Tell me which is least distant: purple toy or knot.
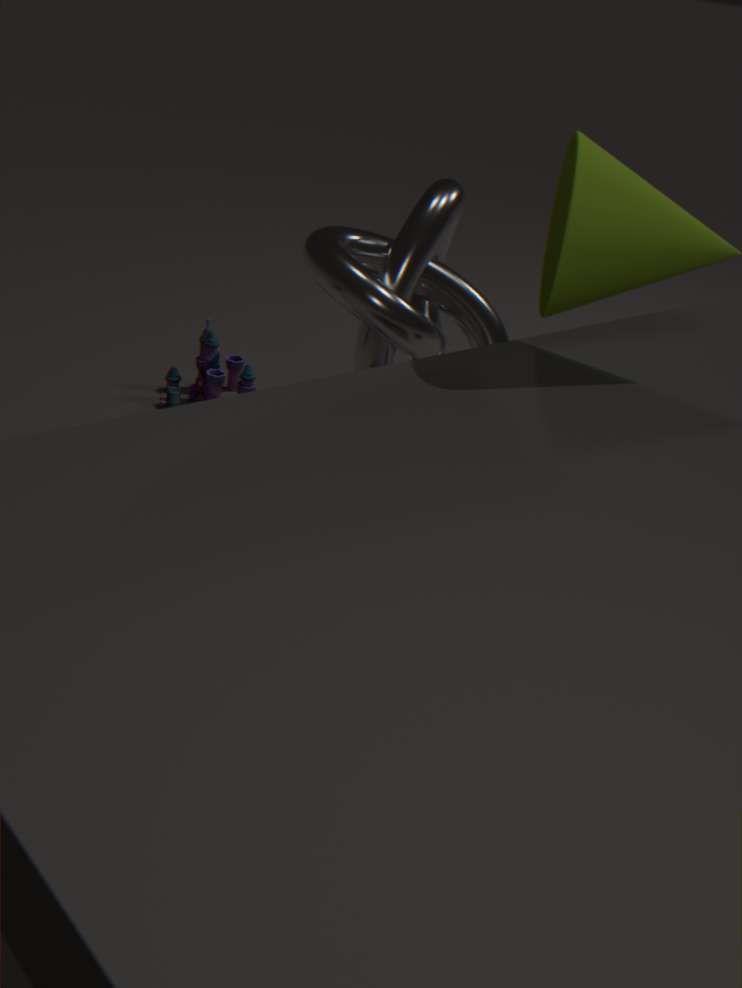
knot
